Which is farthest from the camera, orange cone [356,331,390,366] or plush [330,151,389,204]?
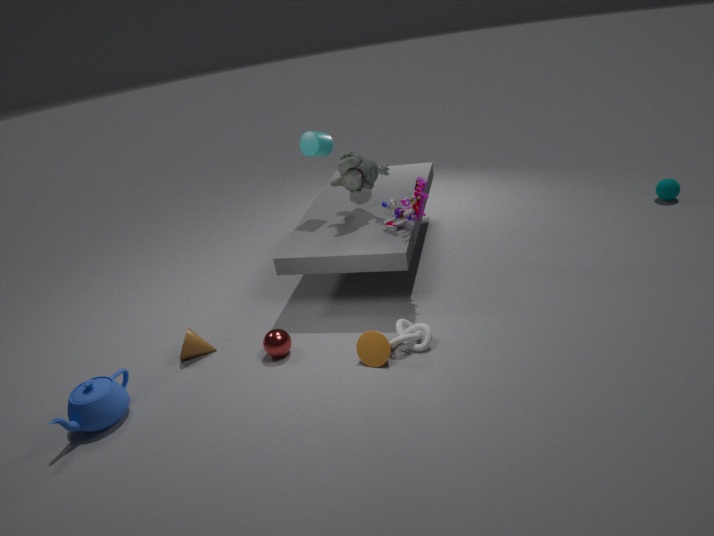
plush [330,151,389,204]
